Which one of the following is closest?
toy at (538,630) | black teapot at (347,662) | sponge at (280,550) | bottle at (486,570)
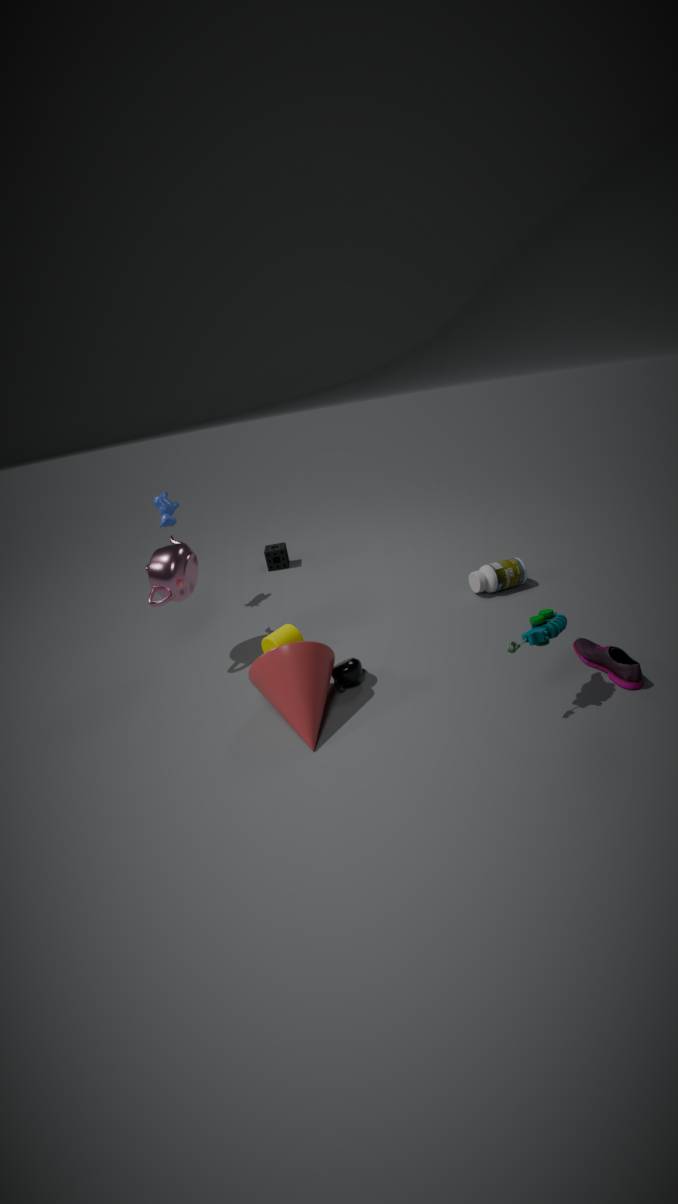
toy at (538,630)
